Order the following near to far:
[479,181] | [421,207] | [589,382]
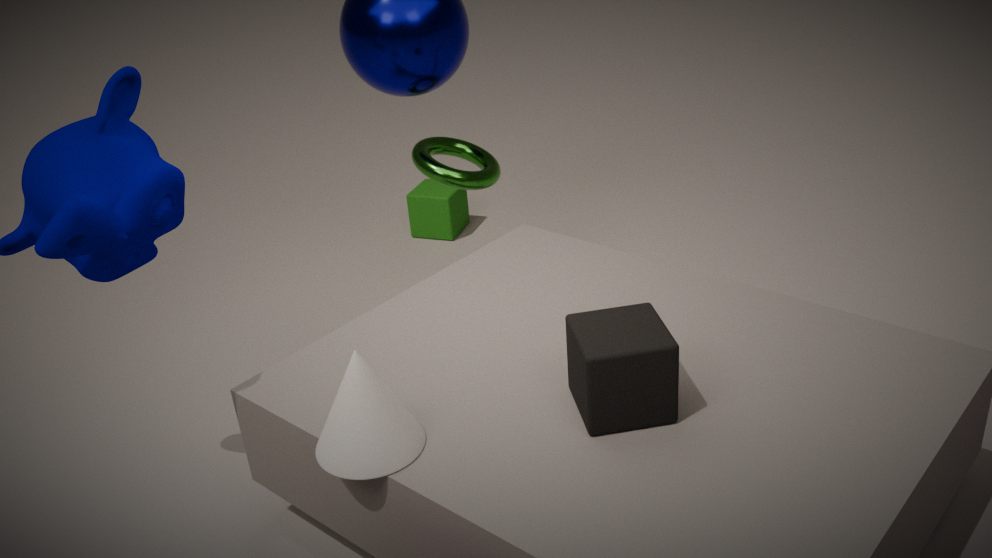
[589,382] → [479,181] → [421,207]
